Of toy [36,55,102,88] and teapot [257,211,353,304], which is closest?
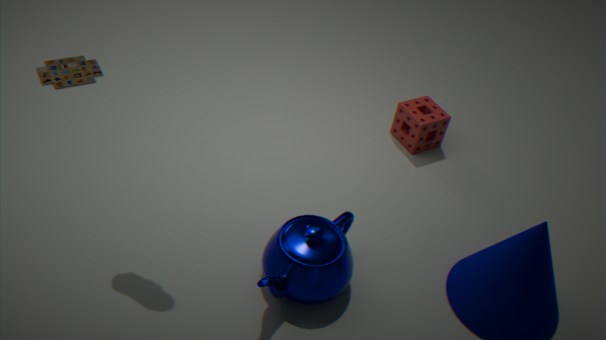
teapot [257,211,353,304]
